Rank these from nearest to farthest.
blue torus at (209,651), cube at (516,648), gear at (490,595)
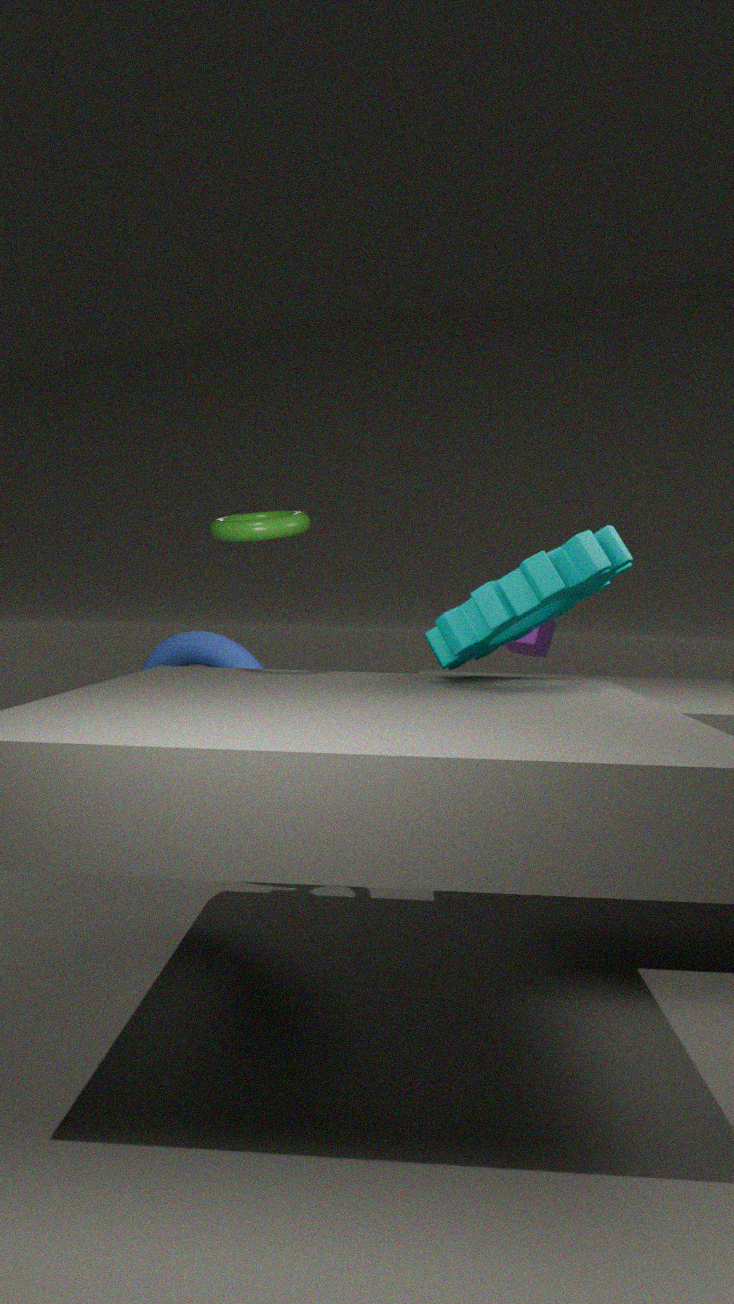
1. gear at (490,595)
2. blue torus at (209,651)
3. cube at (516,648)
